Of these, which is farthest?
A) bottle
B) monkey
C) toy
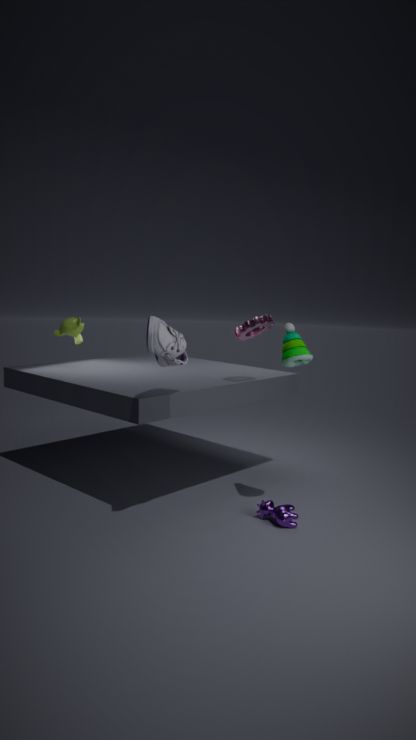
monkey
